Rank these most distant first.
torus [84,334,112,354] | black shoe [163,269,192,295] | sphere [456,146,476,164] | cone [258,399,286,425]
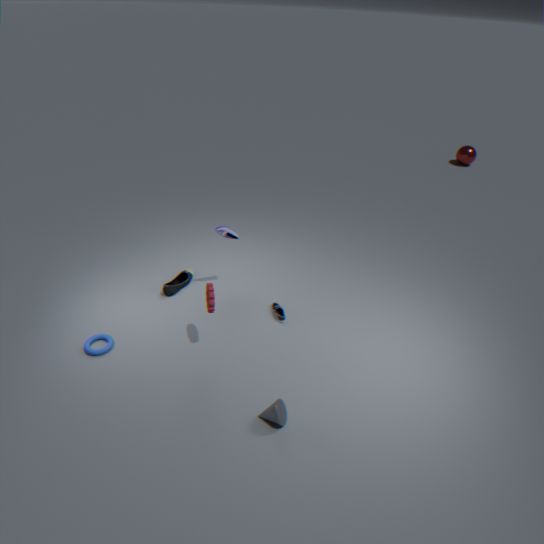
sphere [456,146,476,164], black shoe [163,269,192,295], torus [84,334,112,354], cone [258,399,286,425]
